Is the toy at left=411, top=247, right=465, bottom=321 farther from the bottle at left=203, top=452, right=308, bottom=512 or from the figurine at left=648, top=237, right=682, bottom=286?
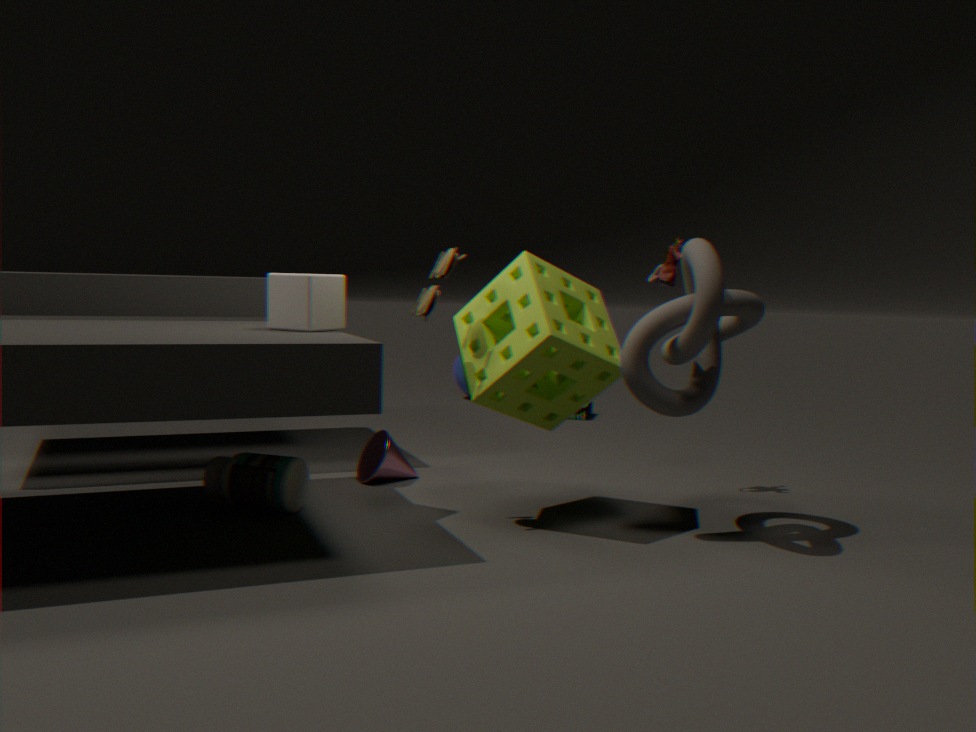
the figurine at left=648, top=237, right=682, bottom=286
